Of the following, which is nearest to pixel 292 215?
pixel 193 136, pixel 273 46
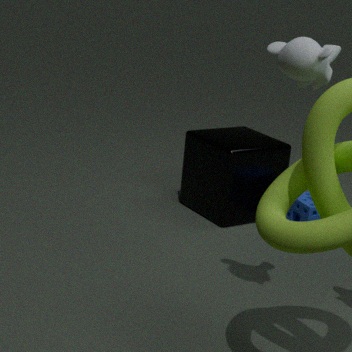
pixel 193 136
